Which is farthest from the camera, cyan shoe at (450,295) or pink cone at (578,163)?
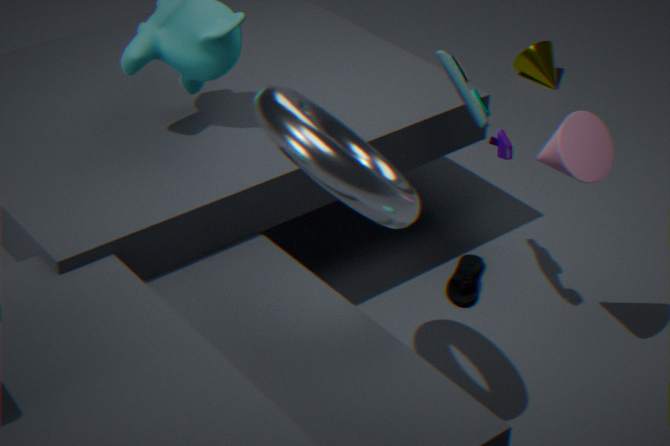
cyan shoe at (450,295)
